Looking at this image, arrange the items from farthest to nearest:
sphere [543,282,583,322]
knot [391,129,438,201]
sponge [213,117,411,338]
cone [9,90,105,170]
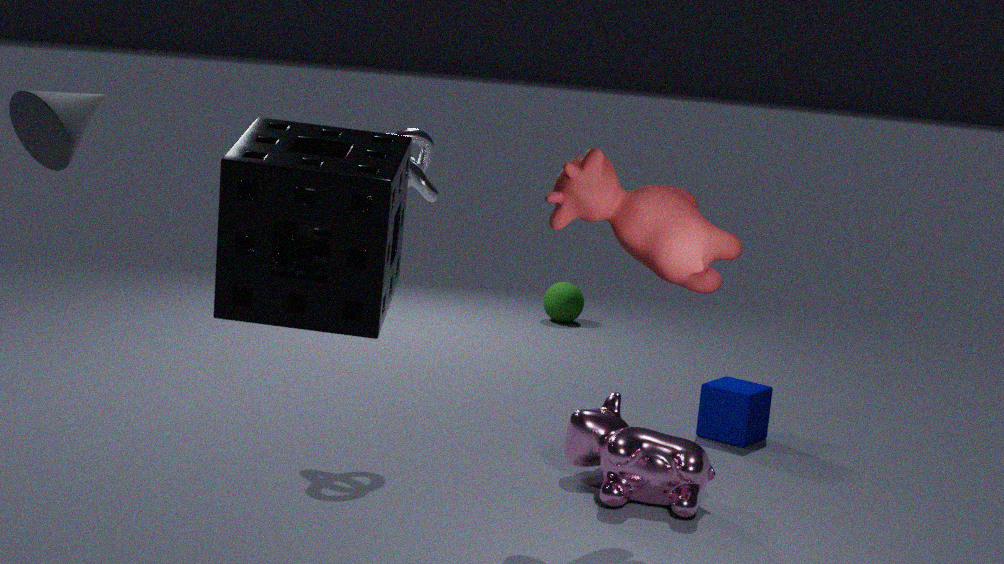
sphere [543,282,583,322], knot [391,129,438,201], cone [9,90,105,170], sponge [213,117,411,338]
